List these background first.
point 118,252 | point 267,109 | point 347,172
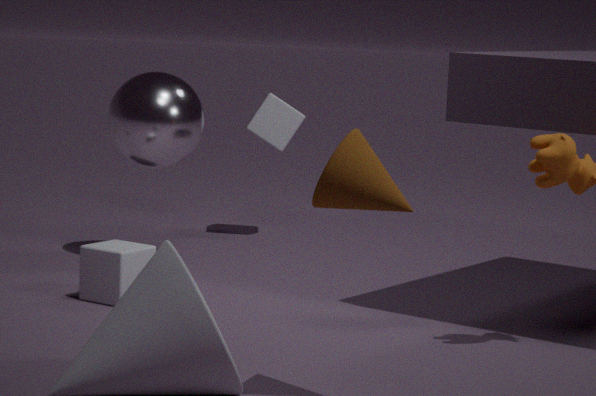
point 267,109
point 118,252
point 347,172
